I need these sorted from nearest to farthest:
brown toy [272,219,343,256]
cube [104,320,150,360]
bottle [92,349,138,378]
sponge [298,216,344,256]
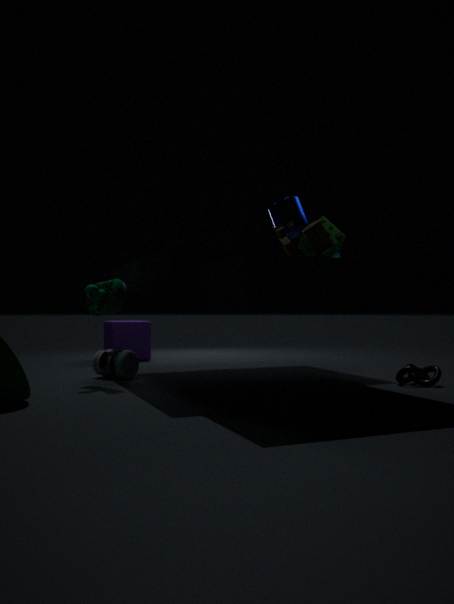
brown toy [272,219,343,256], sponge [298,216,344,256], bottle [92,349,138,378], cube [104,320,150,360]
